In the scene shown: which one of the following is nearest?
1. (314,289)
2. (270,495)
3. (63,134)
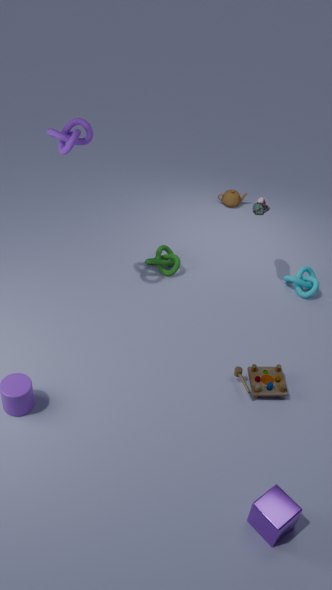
(270,495)
